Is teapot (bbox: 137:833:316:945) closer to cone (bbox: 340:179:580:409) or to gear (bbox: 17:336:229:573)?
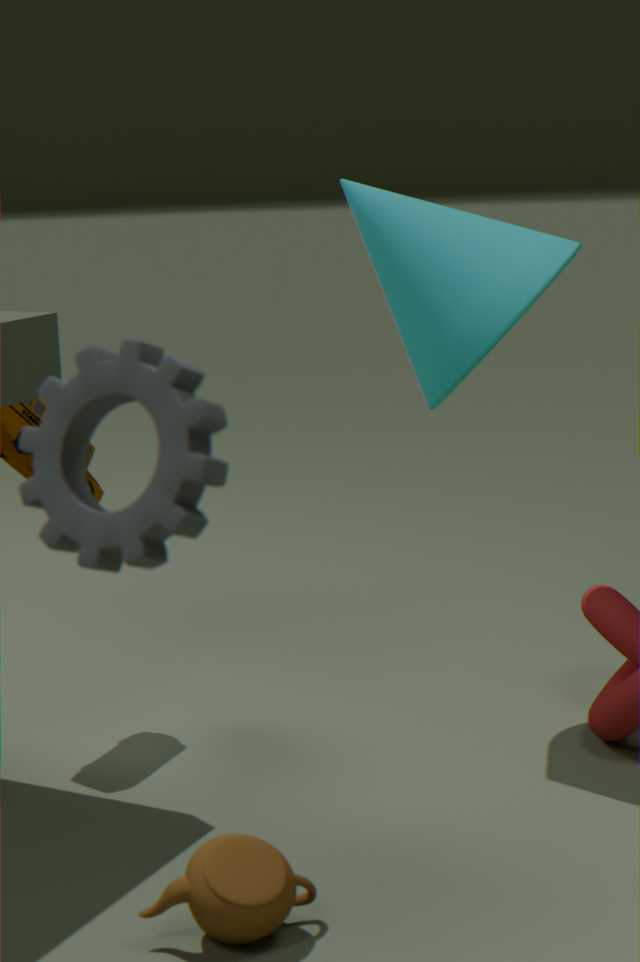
gear (bbox: 17:336:229:573)
